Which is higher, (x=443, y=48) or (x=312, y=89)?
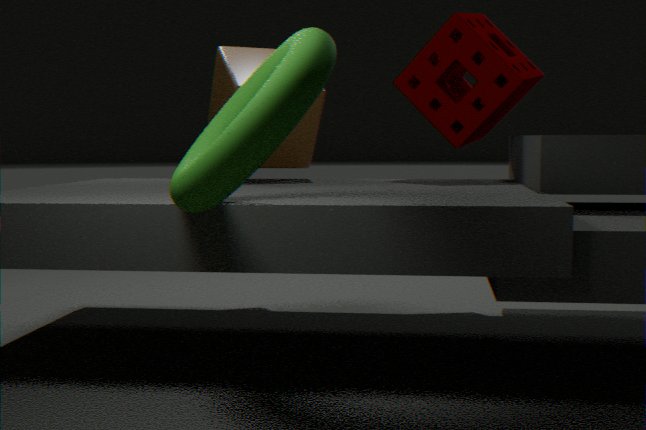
(x=443, y=48)
